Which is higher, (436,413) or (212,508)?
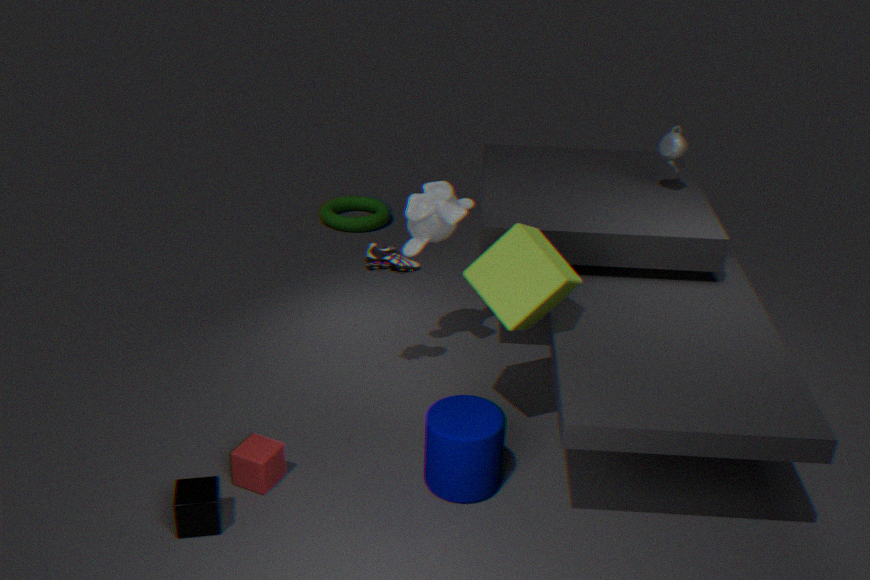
(436,413)
